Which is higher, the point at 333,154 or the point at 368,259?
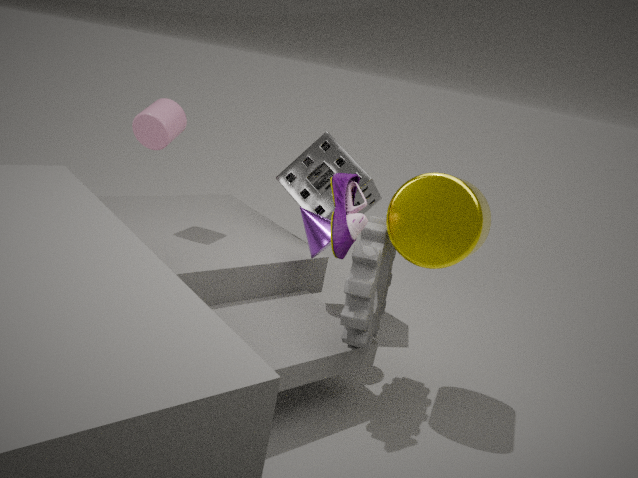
the point at 333,154
